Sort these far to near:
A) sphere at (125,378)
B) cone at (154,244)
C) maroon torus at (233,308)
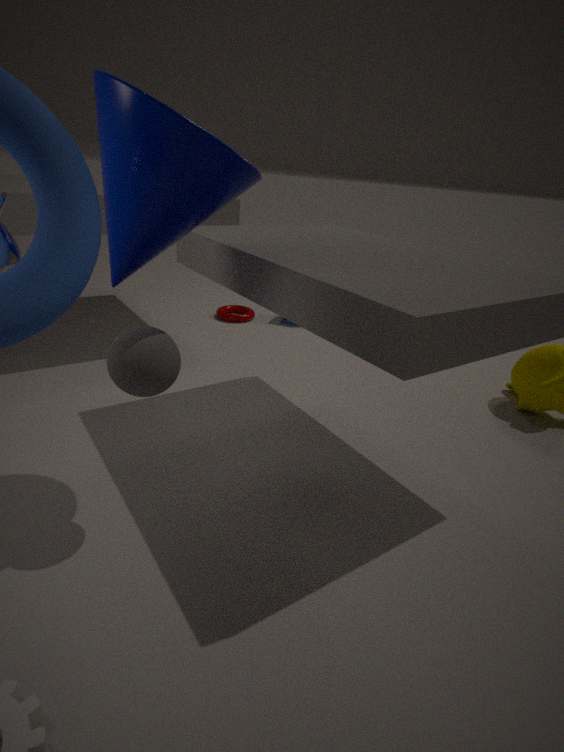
1. maroon torus at (233,308)
2. sphere at (125,378)
3. cone at (154,244)
